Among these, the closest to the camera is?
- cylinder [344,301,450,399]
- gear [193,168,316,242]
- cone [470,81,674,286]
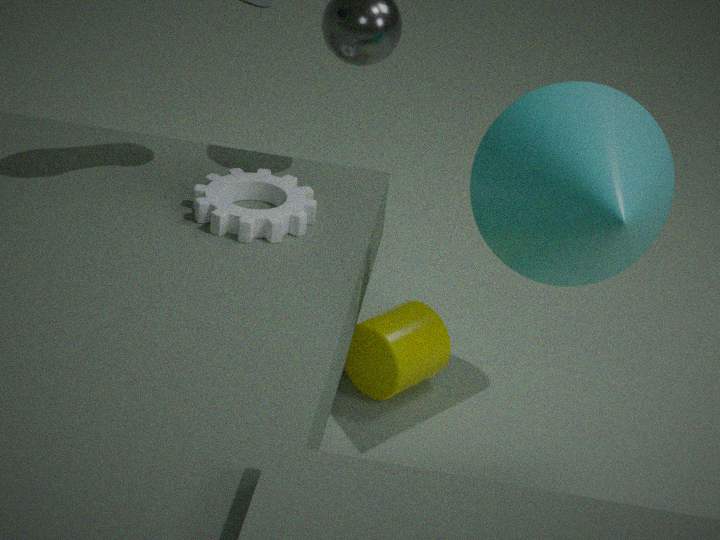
cone [470,81,674,286]
